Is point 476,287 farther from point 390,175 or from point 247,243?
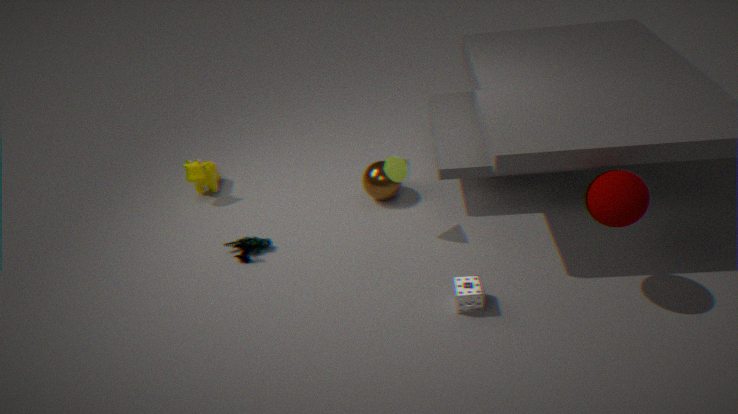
point 247,243
